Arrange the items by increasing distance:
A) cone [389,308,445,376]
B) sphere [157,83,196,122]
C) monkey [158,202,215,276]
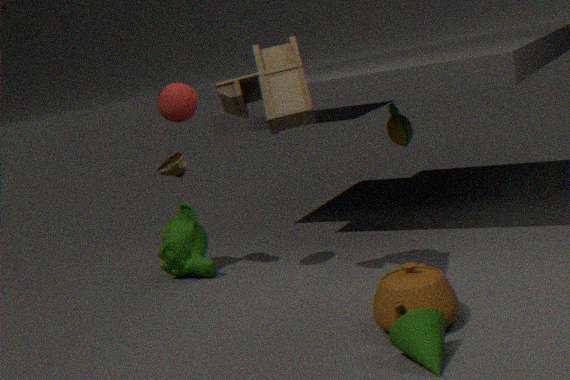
1. cone [389,308,445,376]
2. sphere [157,83,196,122]
3. monkey [158,202,215,276]
